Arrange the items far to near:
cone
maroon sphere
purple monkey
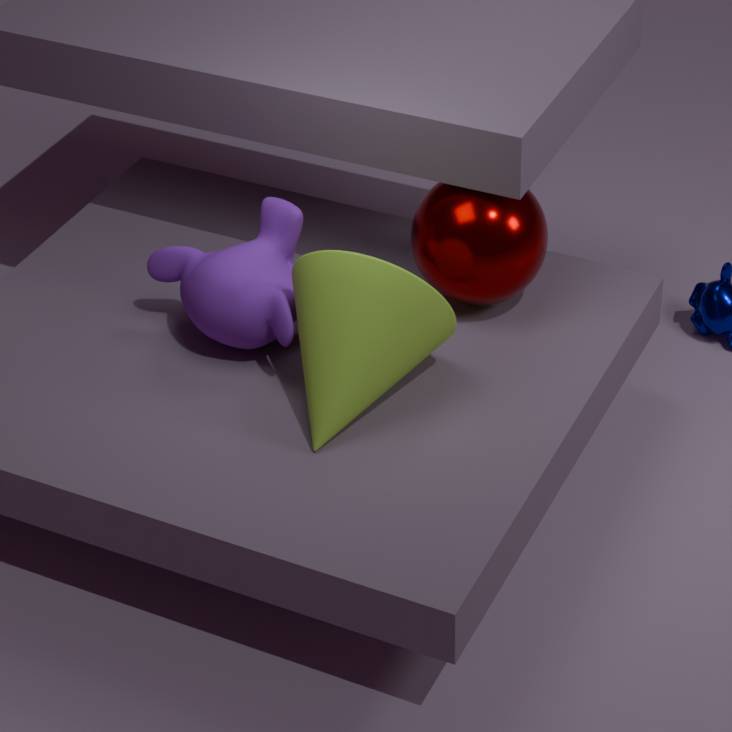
maroon sphere, purple monkey, cone
